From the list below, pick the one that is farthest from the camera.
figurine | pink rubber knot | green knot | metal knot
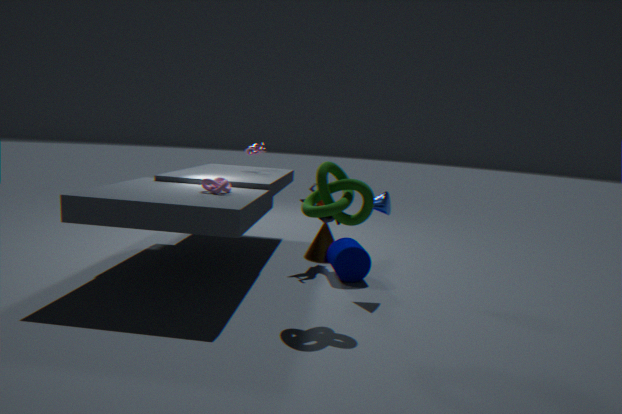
metal knot
